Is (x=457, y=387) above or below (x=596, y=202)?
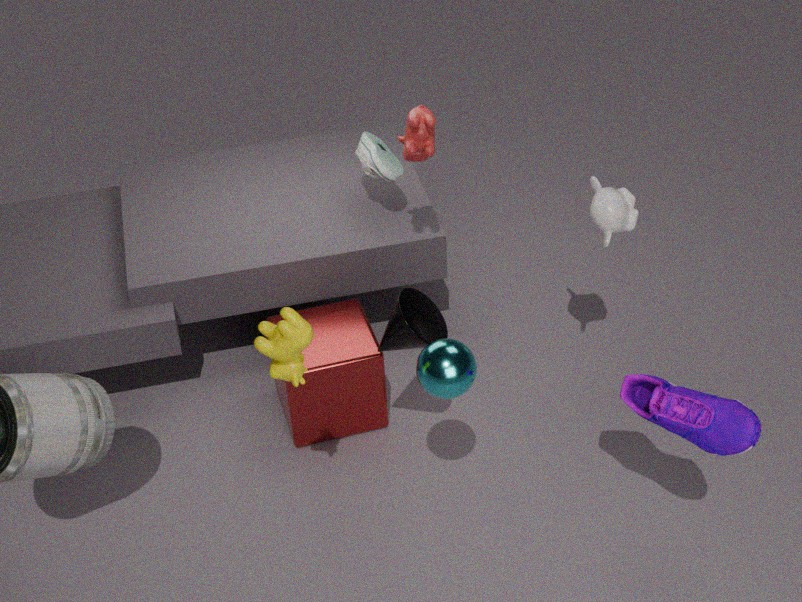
below
